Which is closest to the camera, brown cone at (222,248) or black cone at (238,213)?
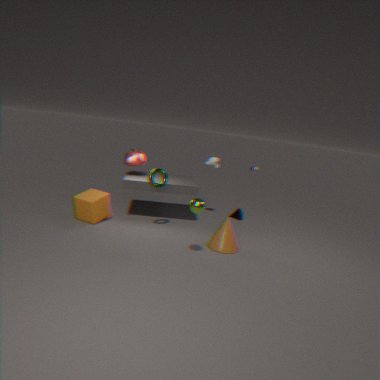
brown cone at (222,248)
